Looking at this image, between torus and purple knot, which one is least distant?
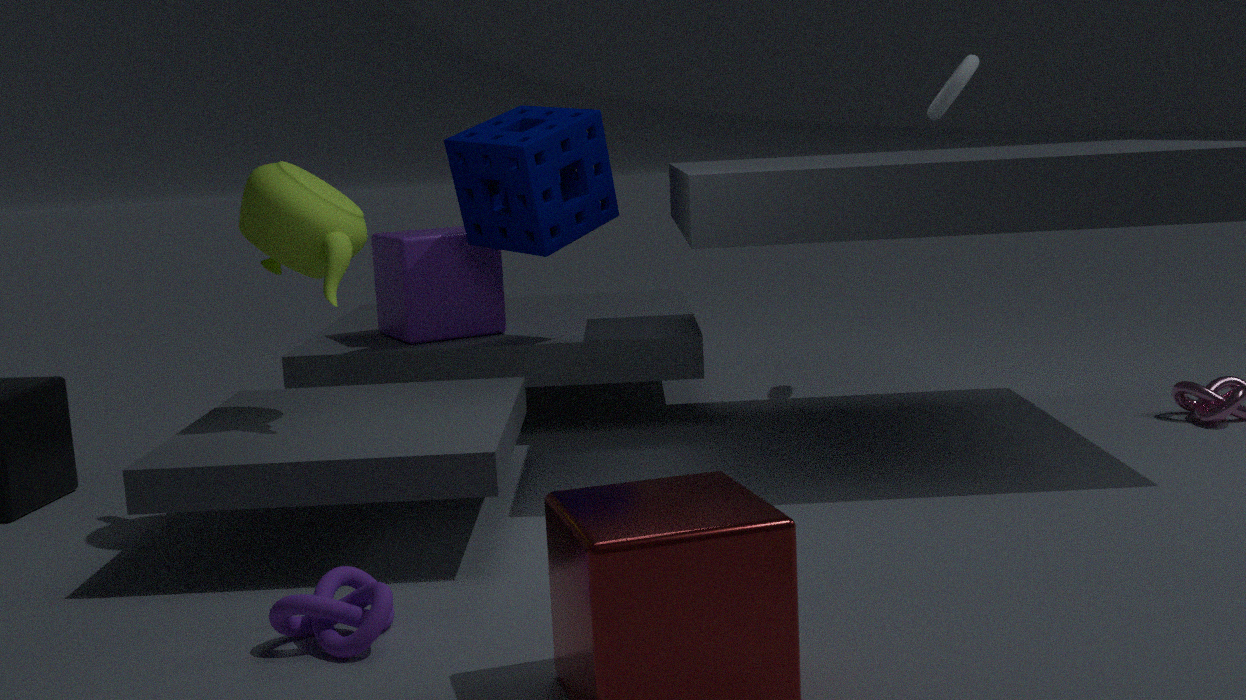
purple knot
